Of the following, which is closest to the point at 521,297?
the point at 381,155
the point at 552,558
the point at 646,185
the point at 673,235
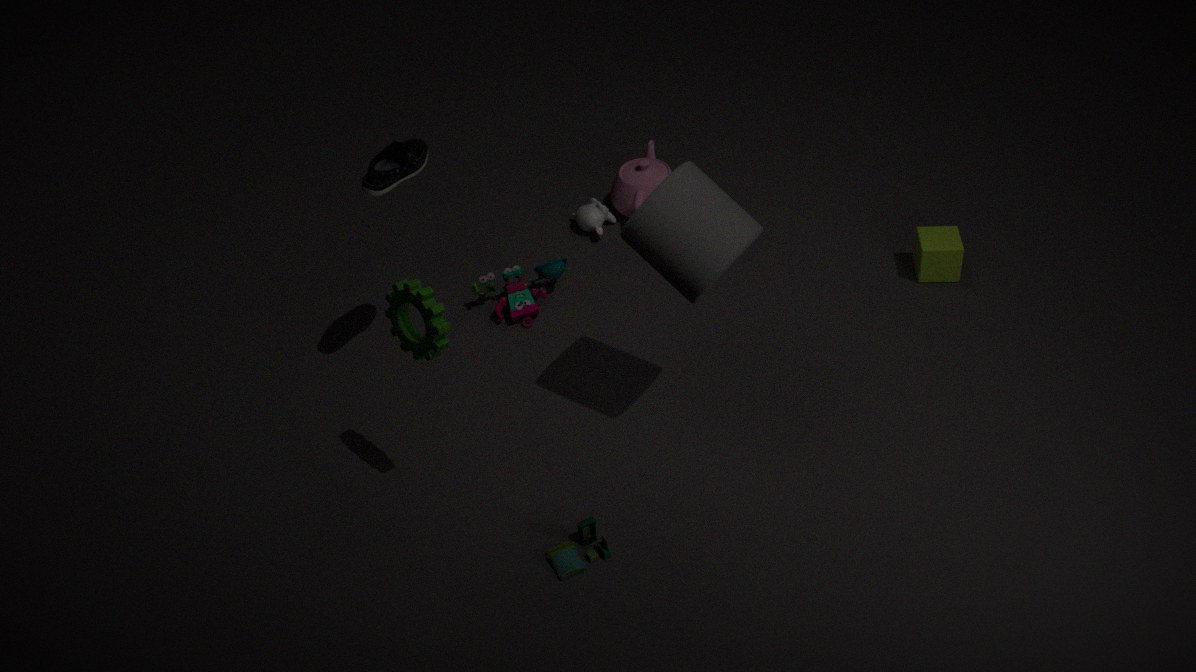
the point at 646,185
